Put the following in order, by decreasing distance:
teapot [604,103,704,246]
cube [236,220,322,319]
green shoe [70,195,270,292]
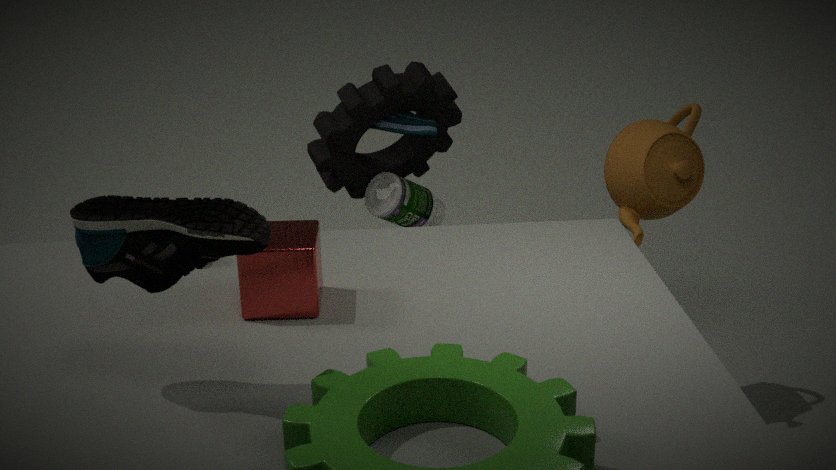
1. teapot [604,103,704,246]
2. cube [236,220,322,319]
3. green shoe [70,195,270,292]
